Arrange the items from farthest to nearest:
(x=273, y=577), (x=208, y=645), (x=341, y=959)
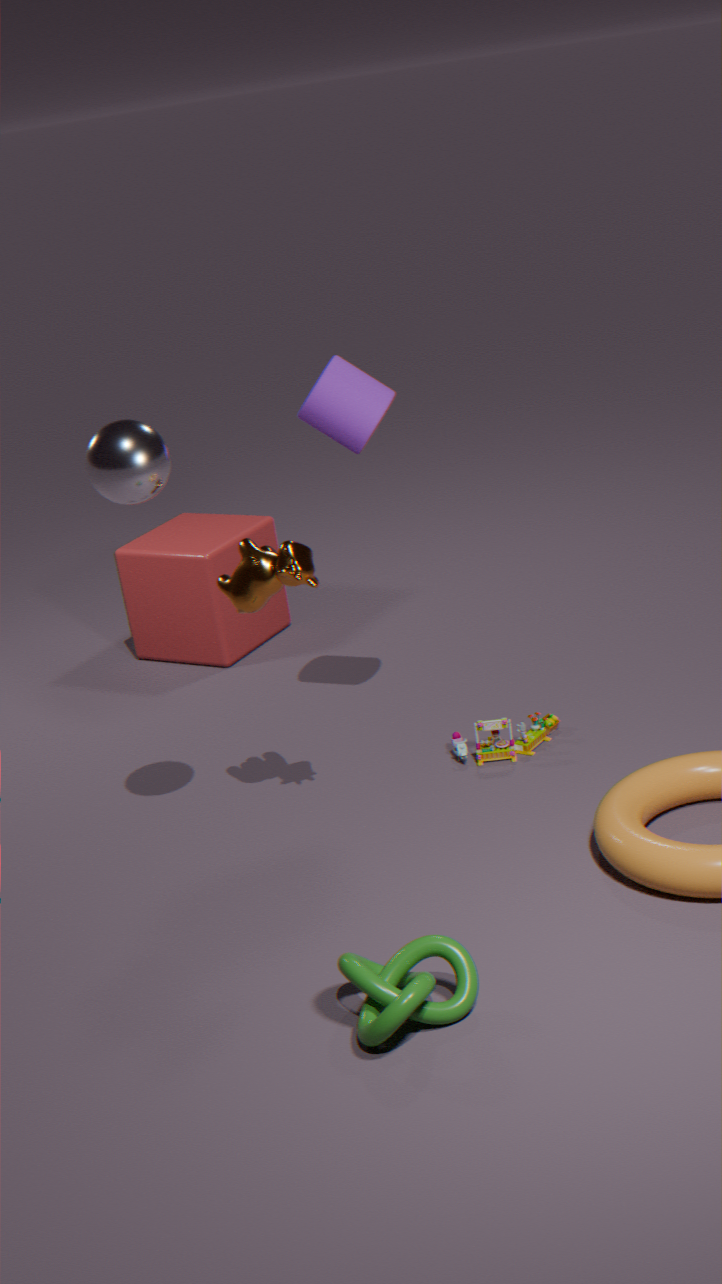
(x=208, y=645) → (x=273, y=577) → (x=341, y=959)
